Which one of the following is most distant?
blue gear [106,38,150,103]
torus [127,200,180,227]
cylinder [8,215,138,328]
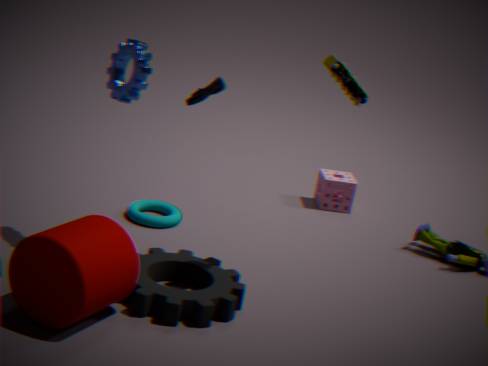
torus [127,200,180,227]
